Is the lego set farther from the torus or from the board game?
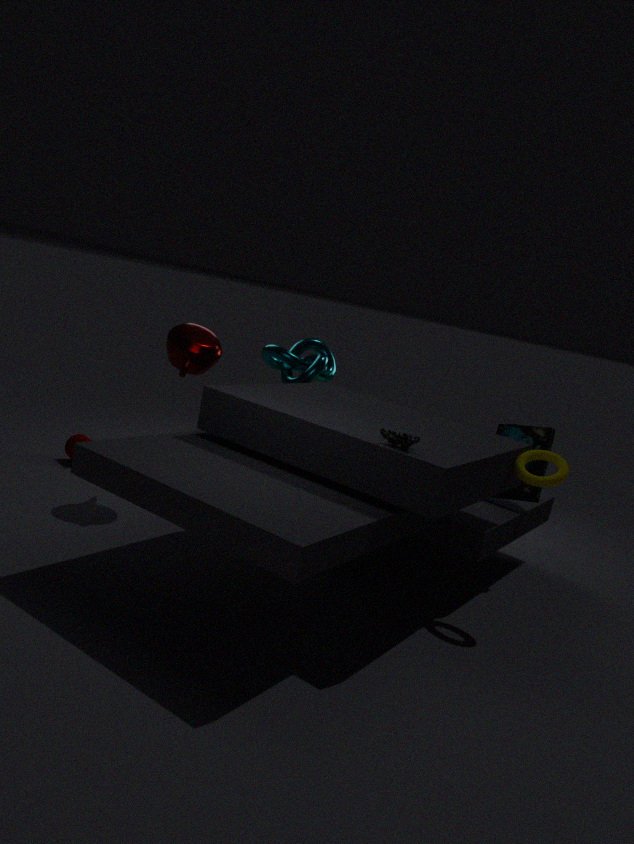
the board game
